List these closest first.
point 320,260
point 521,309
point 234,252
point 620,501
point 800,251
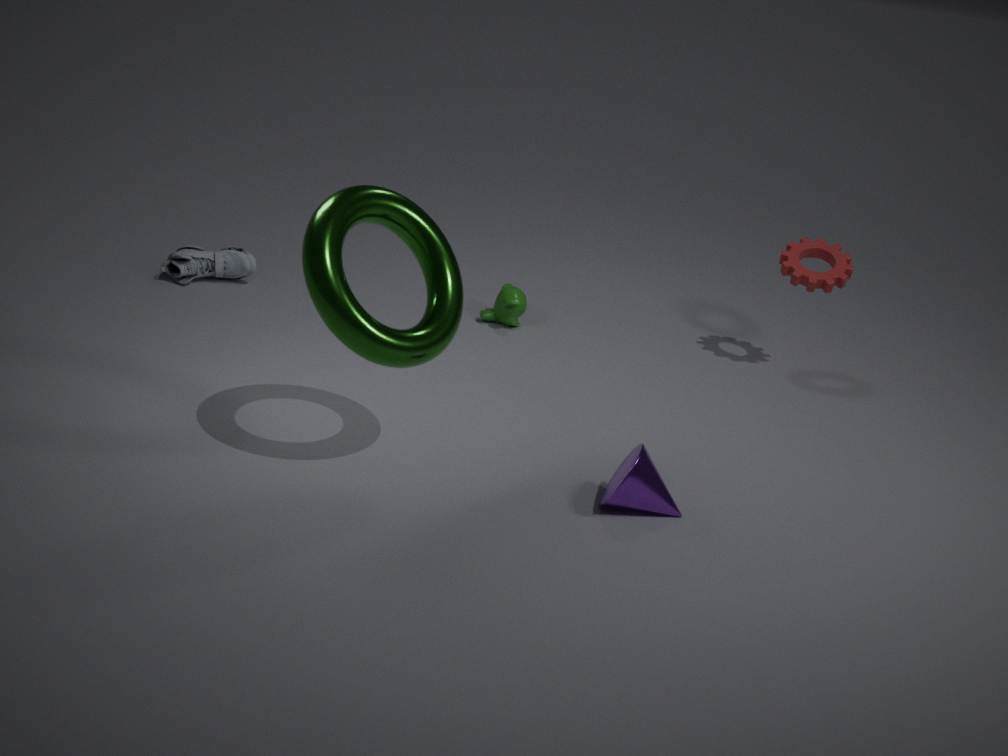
1. point 320,260
2. point 620,501
3. point 800,251
4. point 521,309
5. point 234,252
